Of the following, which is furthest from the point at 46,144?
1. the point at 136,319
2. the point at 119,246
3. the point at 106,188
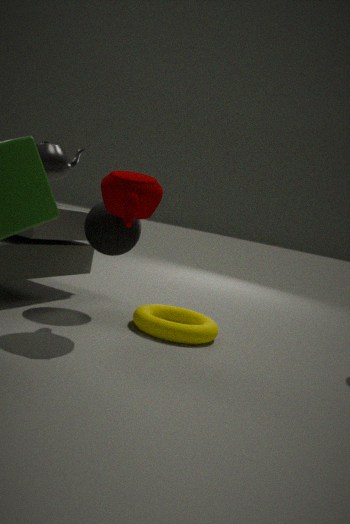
the point at 136,319
